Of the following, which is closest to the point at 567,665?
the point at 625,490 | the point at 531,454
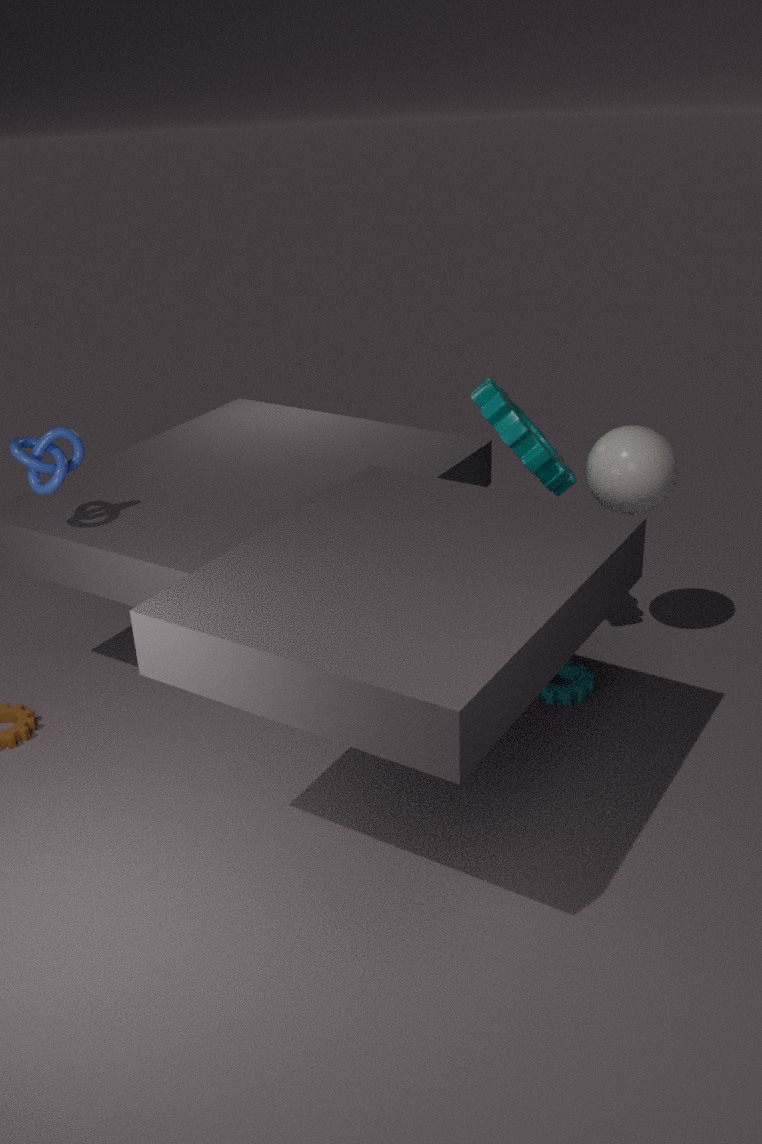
the point at 625,490
